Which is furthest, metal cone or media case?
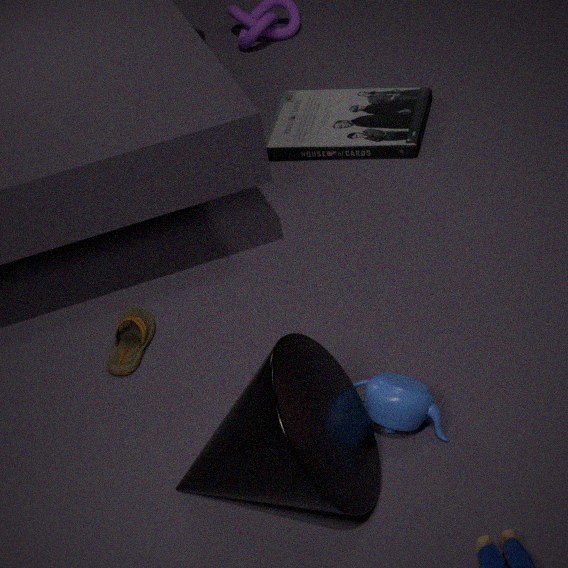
media case
